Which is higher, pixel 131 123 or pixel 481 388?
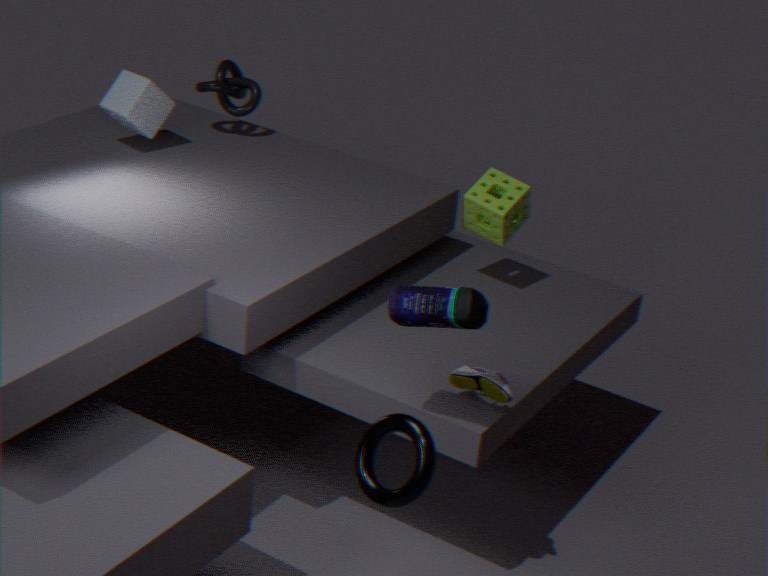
pixel 131 123
